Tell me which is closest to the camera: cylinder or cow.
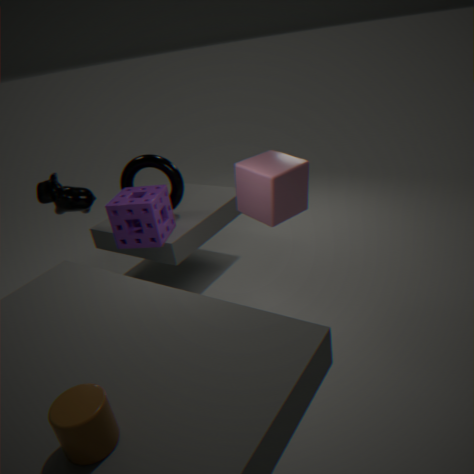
cylinder
